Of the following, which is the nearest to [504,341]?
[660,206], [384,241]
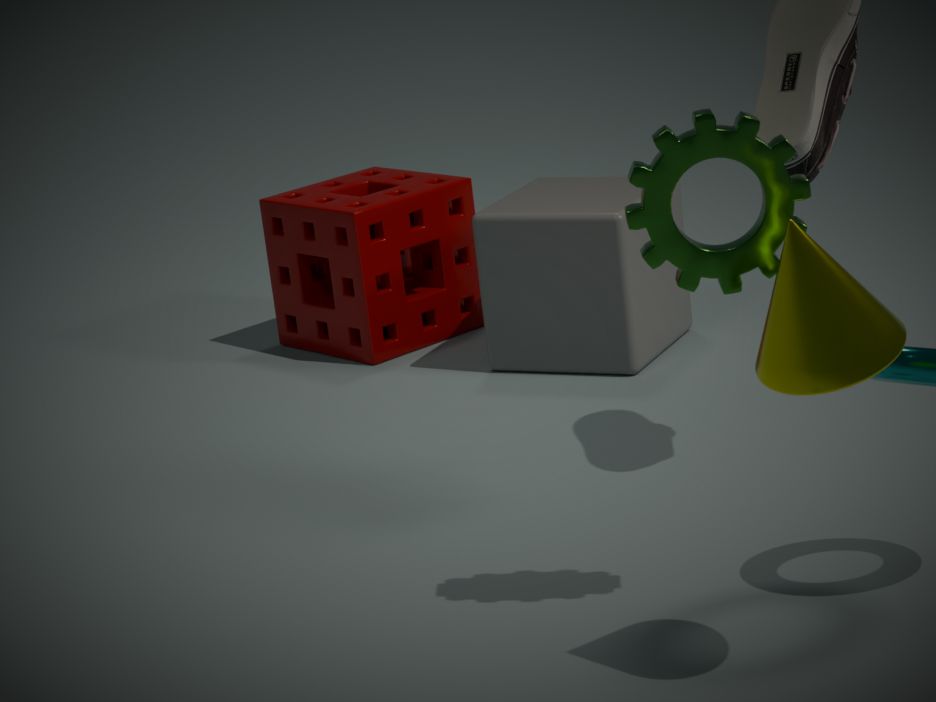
[384,241]
